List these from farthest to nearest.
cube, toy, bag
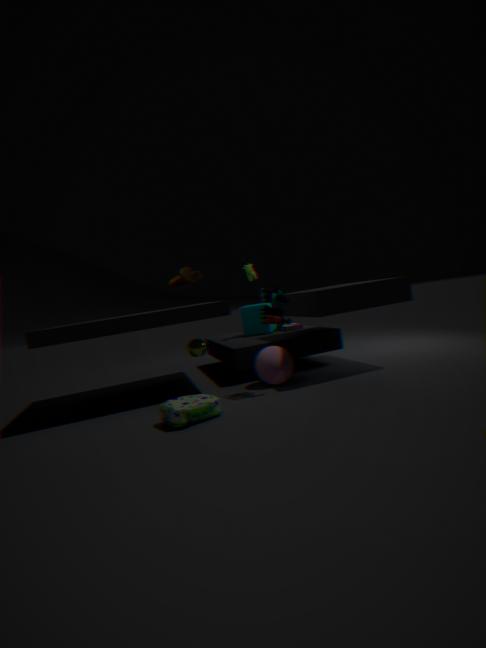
cube, toy, bag
